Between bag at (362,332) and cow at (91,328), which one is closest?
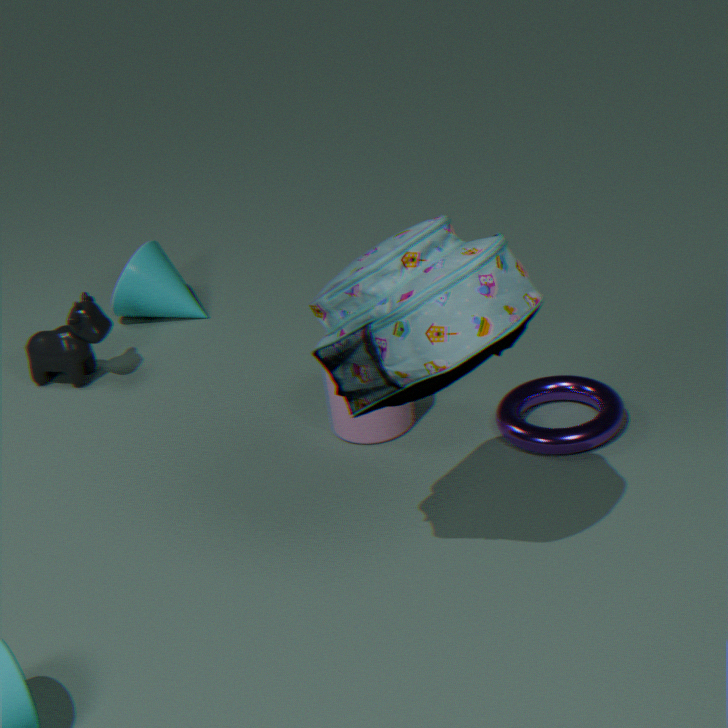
bag at (362,332)
